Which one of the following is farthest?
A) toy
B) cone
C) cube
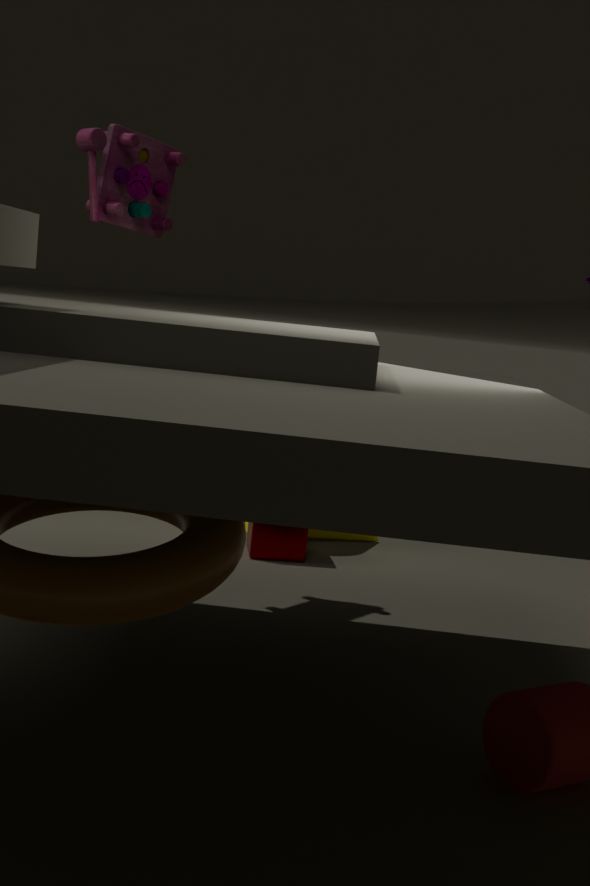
cone
